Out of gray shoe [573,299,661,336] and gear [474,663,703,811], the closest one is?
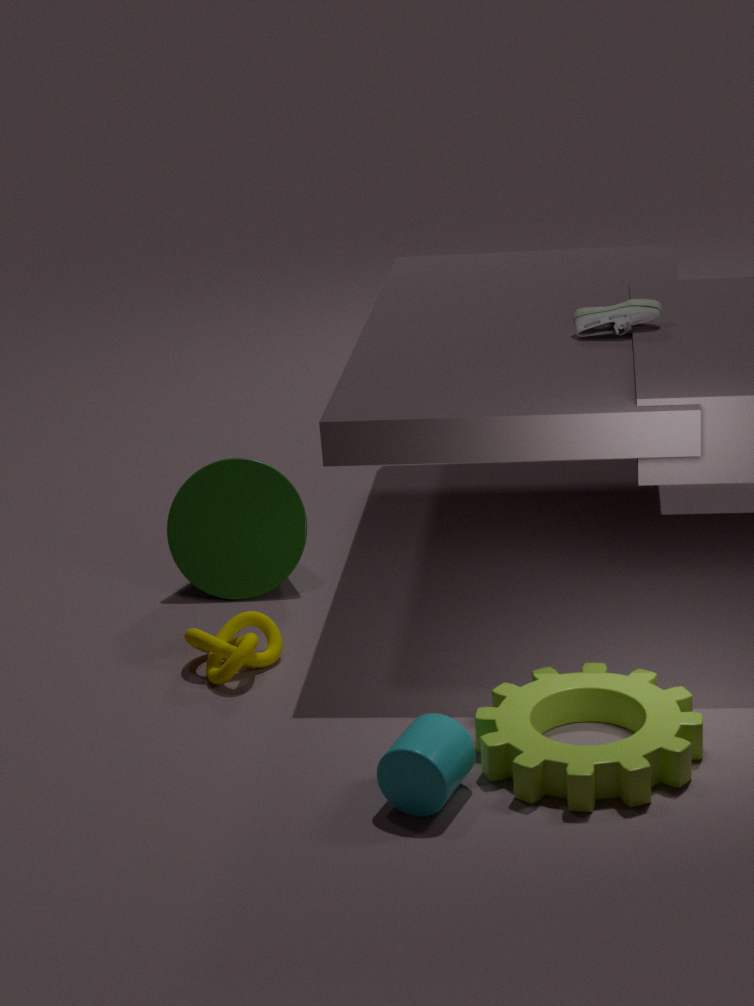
gear [474,663,703,811]
